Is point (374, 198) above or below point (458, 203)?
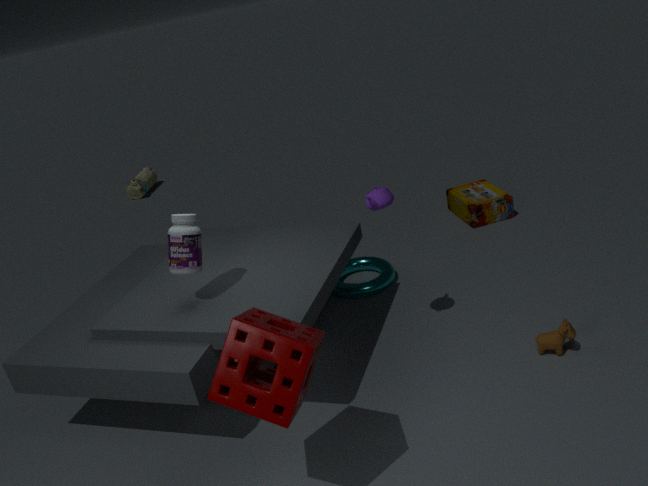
above
